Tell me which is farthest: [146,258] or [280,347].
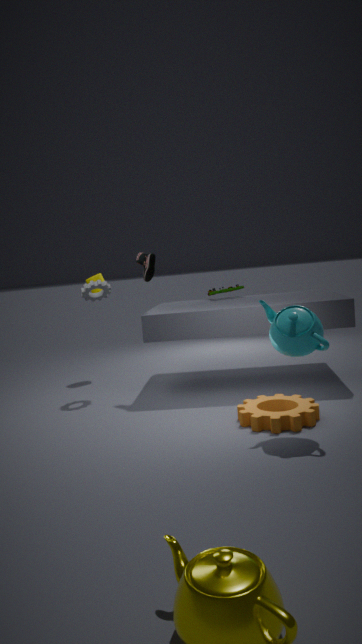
[146,258]
